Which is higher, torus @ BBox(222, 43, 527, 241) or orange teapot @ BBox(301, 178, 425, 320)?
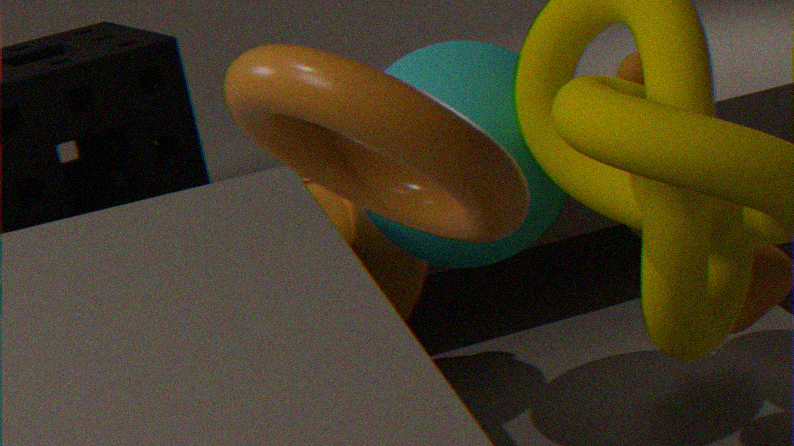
torus @ BBox(222, 43, 527, 241)
